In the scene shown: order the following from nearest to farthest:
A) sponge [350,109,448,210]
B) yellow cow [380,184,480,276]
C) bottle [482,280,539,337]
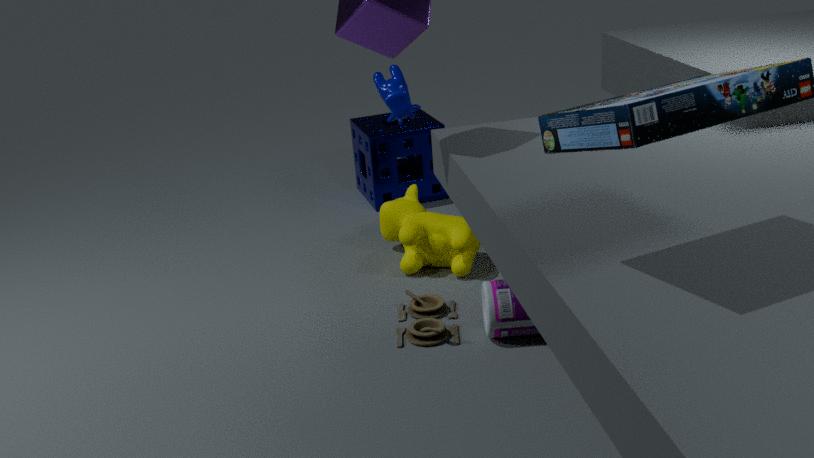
bottle [482,280,539,337] → yellow cow [380,184,480,276] → sponge [350,109,448,210]
